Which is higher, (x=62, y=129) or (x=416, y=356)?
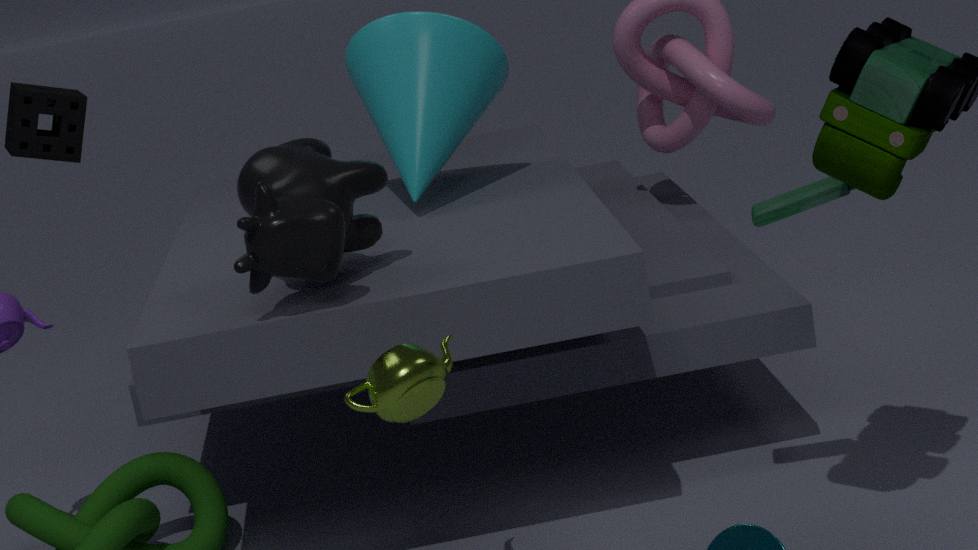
(x=62, y=129)
